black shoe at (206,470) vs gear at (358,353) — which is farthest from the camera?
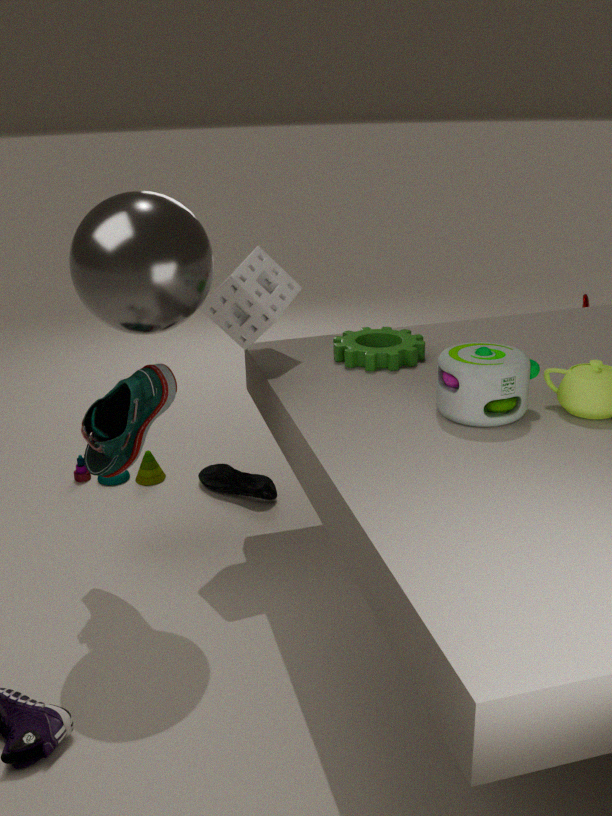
black shoe at (206,470)
